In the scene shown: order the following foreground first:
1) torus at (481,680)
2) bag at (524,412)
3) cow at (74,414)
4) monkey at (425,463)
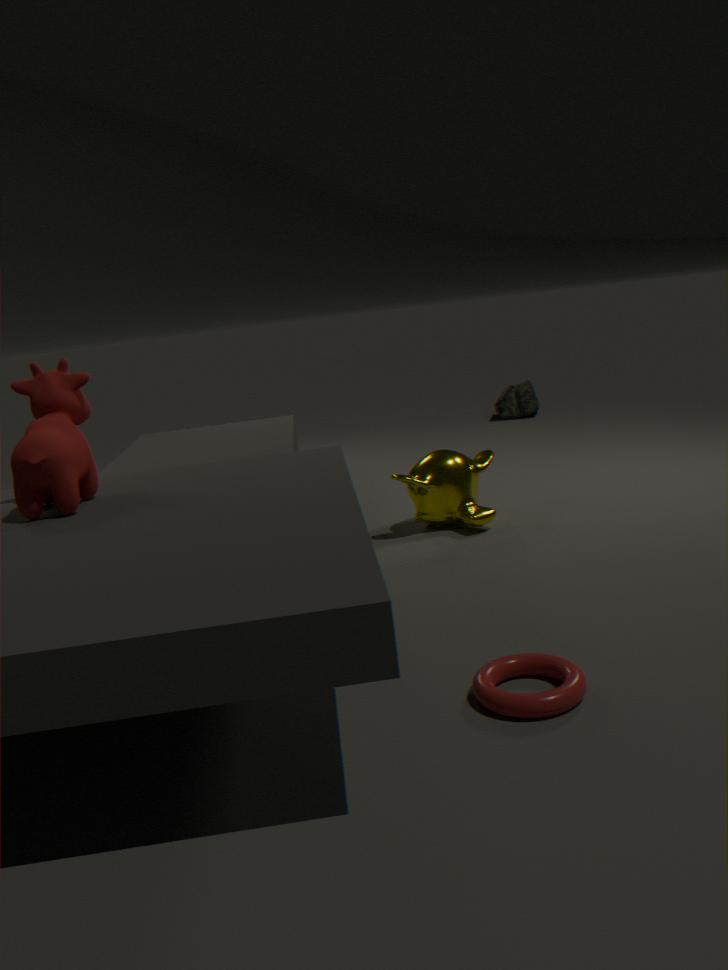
1. torus at (481,680) < 3. cow at (74,414) < 4. monkey at (425,463) < 2. bag at (524,412)
